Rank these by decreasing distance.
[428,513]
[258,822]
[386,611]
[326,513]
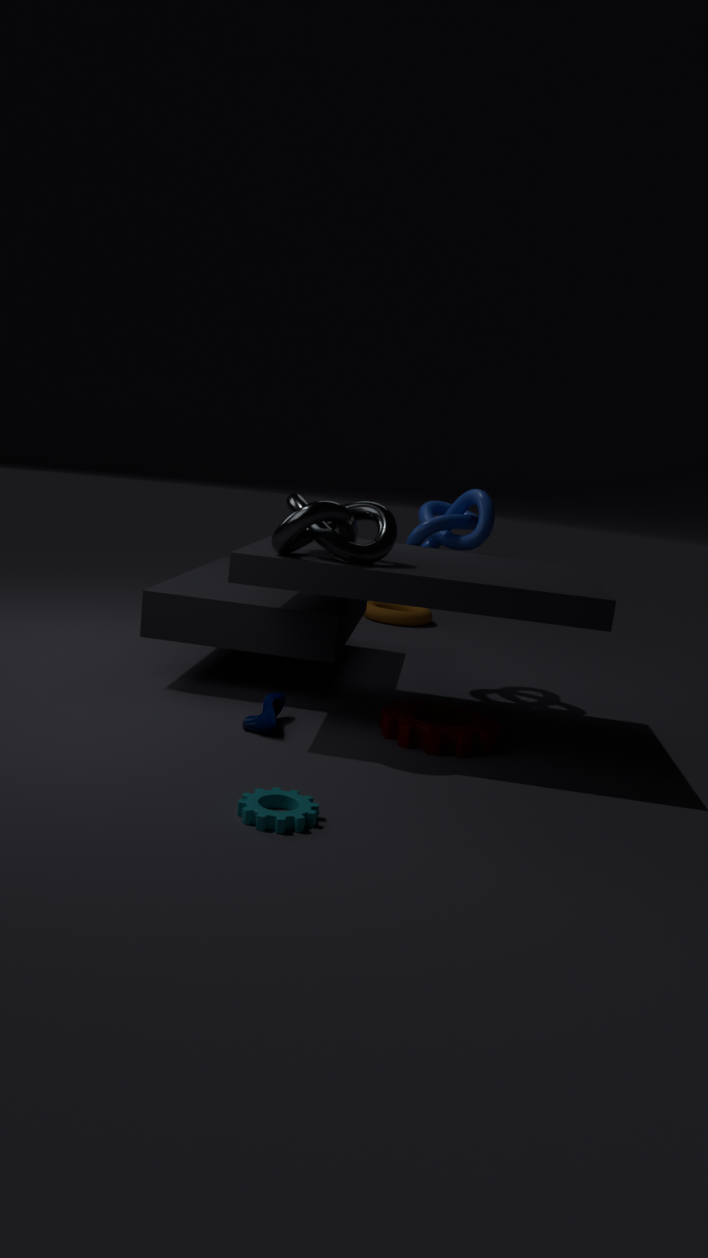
[386,611], [428,513], [326,513], [258,822]
